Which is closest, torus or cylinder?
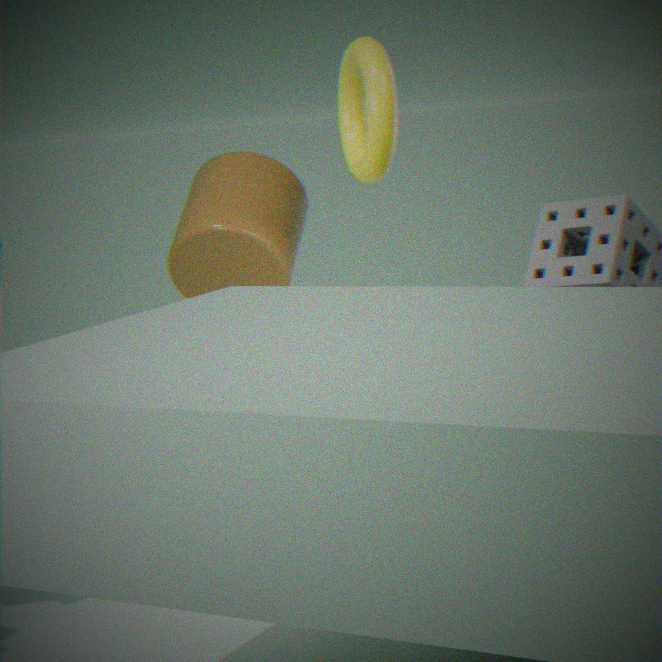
torus
